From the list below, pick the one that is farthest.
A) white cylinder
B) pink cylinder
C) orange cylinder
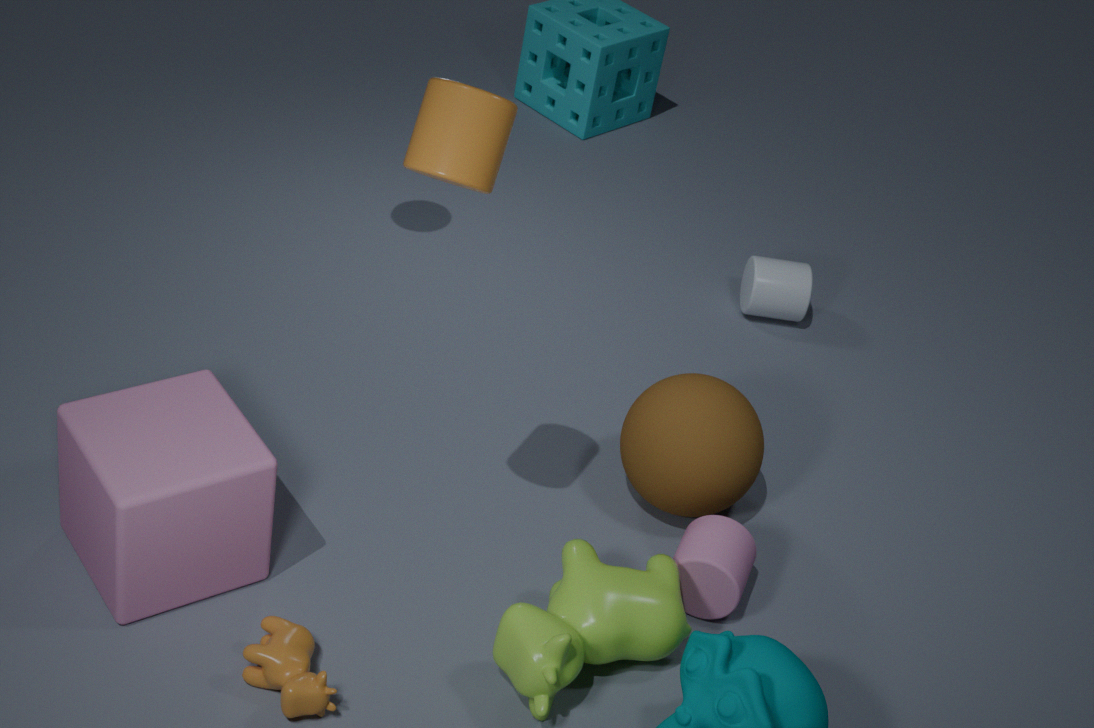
white cylinder
